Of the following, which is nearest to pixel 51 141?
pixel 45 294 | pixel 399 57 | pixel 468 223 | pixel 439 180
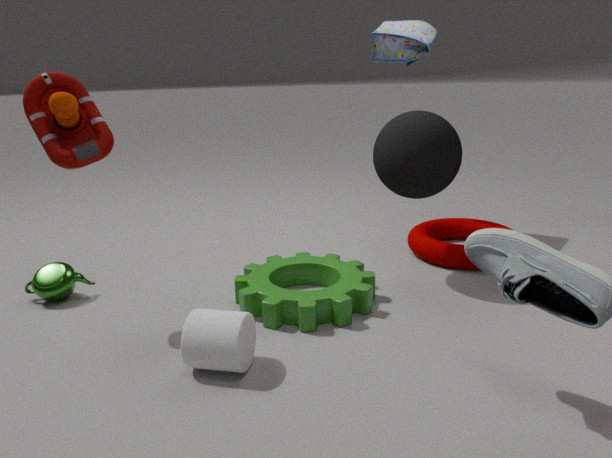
pixel 45 294
